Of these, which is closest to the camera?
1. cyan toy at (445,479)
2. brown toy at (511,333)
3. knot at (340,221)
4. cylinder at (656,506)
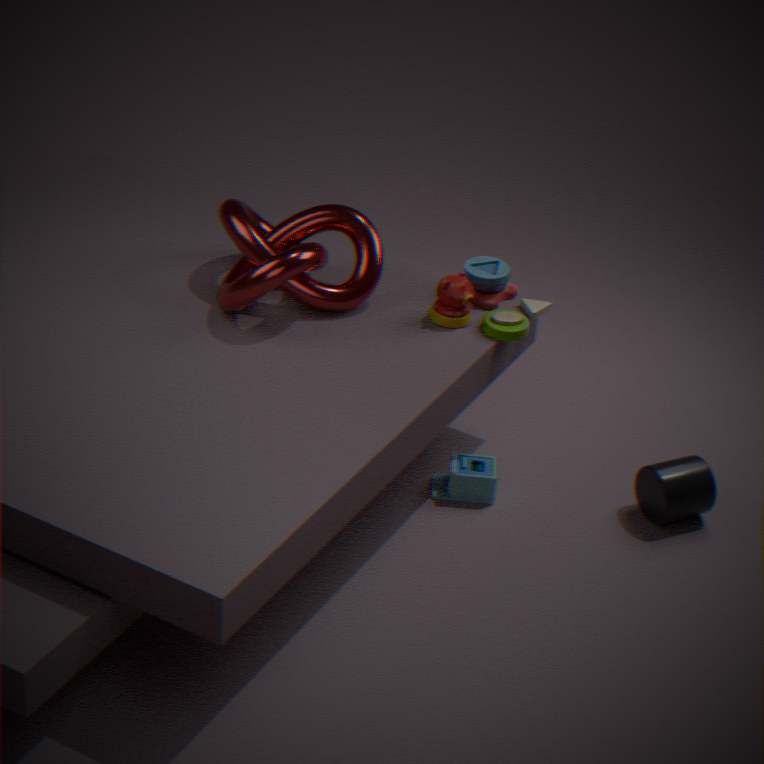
knot at (340,221)
